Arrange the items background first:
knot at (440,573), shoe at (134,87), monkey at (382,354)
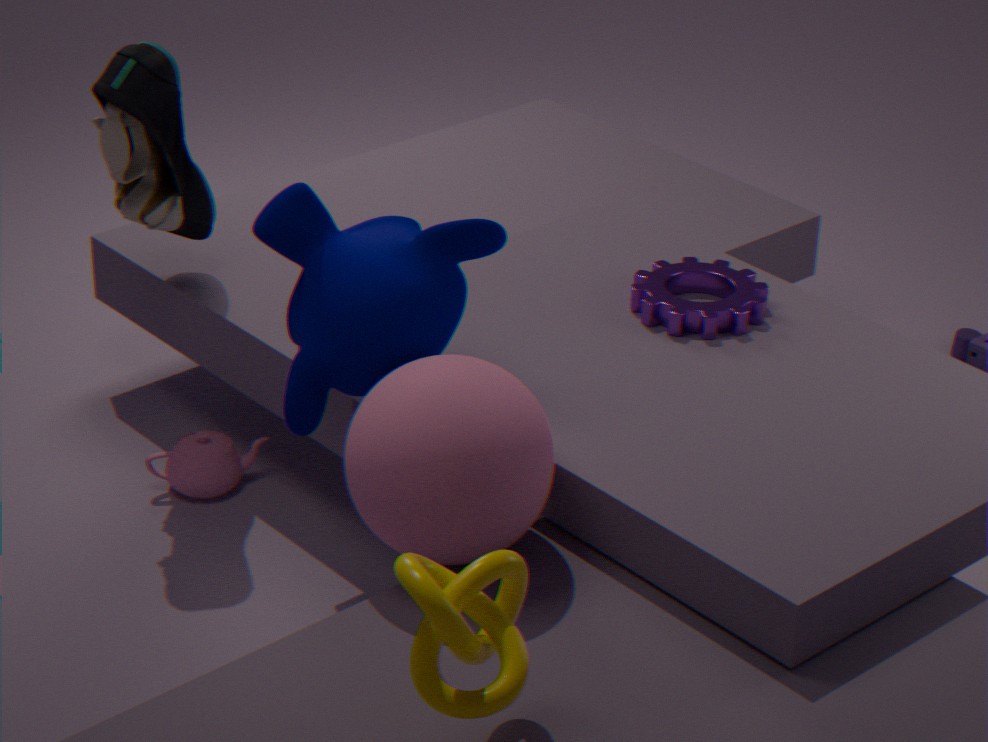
shoe at (134,87), monkey at (382,354), knot at (440,573)
